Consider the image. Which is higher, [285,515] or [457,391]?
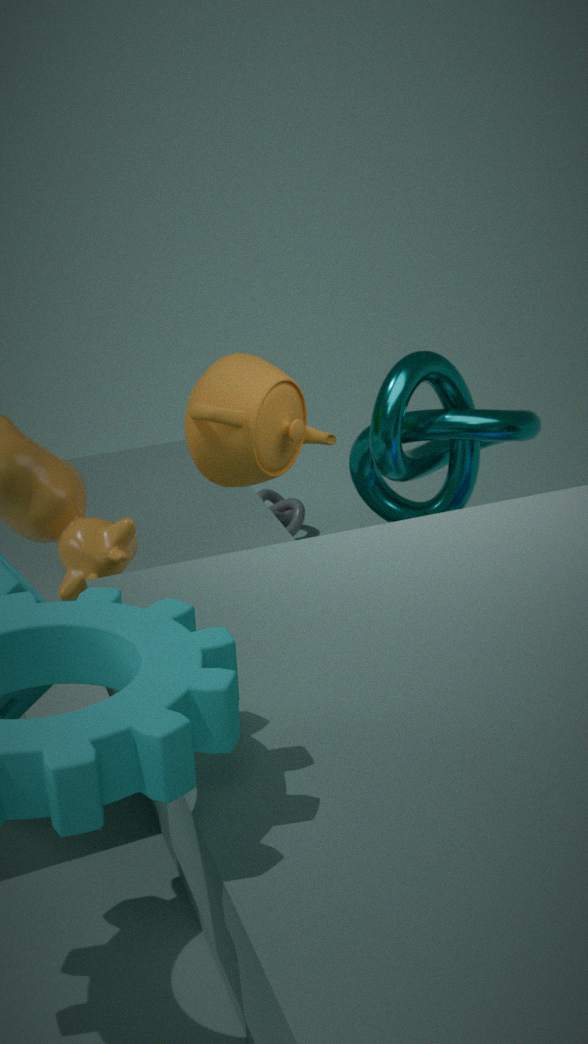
[457,391]
